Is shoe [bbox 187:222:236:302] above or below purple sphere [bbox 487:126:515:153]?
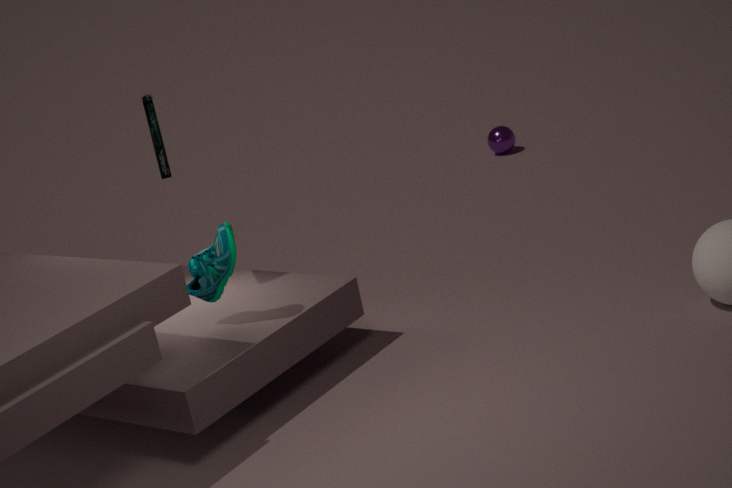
above
